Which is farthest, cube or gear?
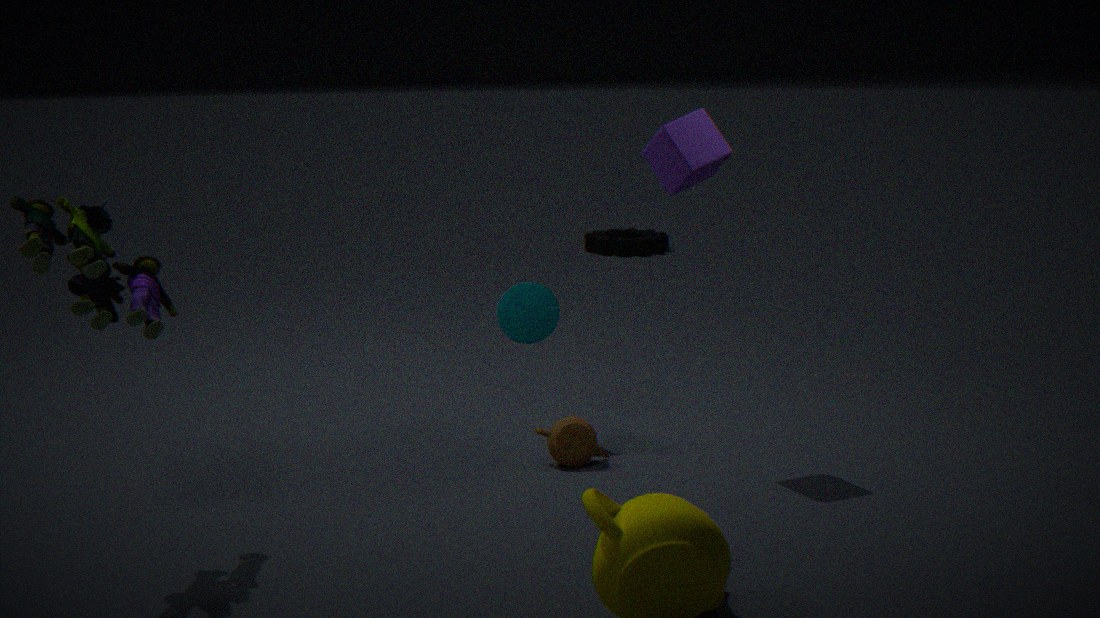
gear
